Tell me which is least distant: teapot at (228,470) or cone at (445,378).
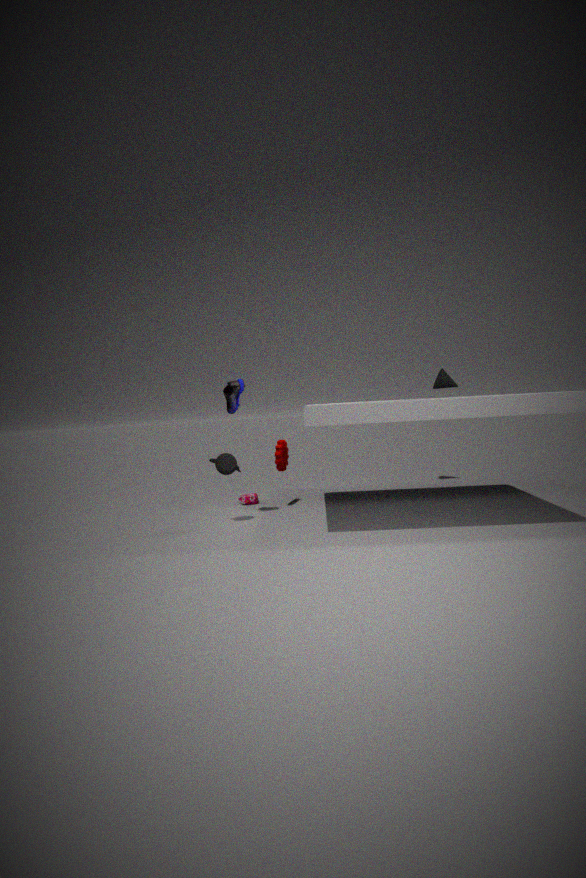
teapot at (228,470)
